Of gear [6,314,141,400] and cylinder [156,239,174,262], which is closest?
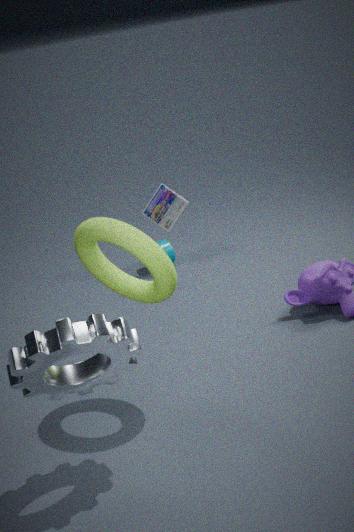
gear [6,314,141,400]
